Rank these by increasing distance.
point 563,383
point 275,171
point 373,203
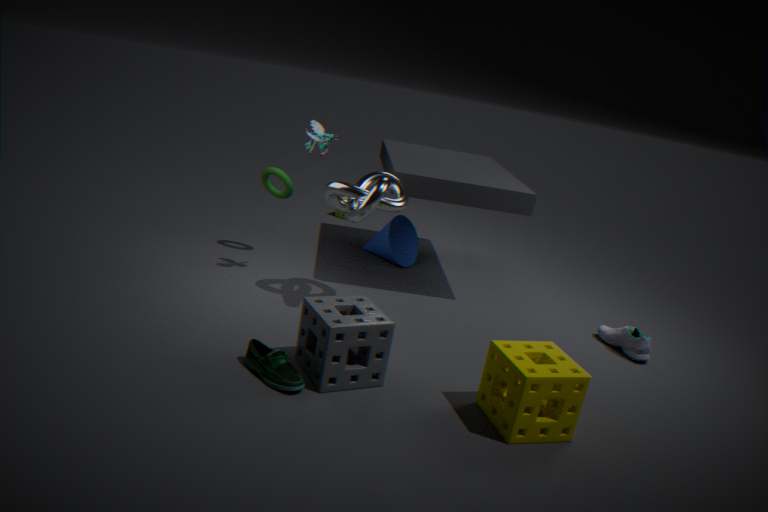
point 563,383 < point 373,203 < point 275,171
